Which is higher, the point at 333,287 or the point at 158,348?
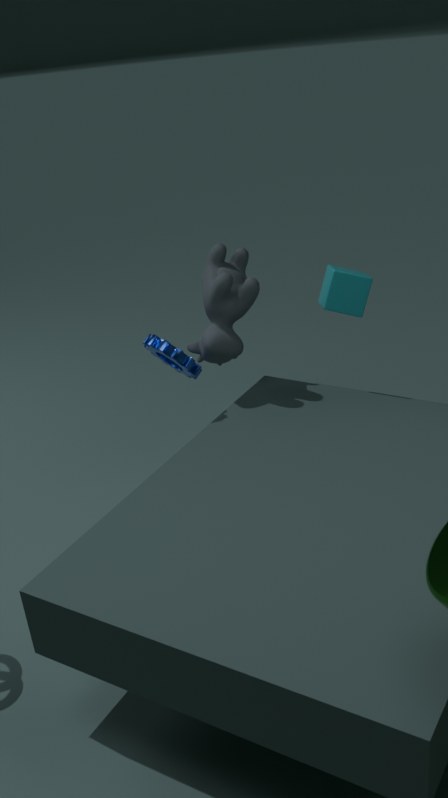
the point at 333,287
